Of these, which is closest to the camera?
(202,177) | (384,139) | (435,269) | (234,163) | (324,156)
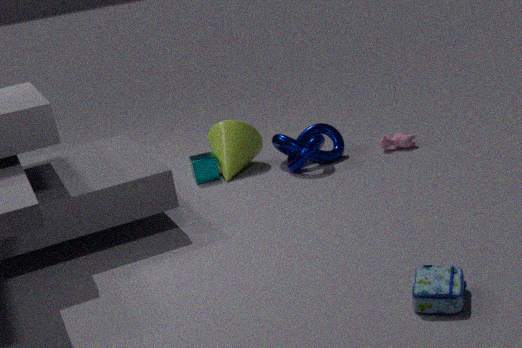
(435,269)
